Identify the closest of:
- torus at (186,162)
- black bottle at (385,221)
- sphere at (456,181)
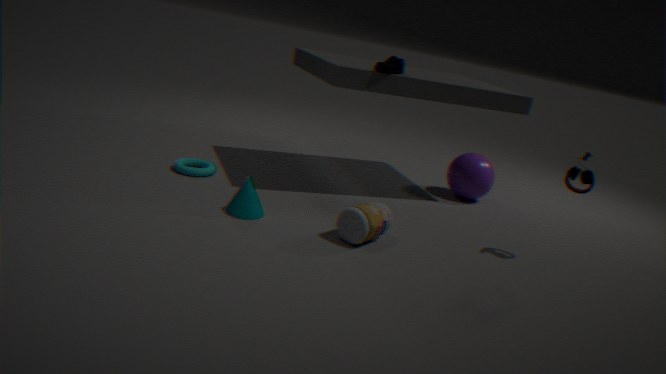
black bottle at (385,221)
